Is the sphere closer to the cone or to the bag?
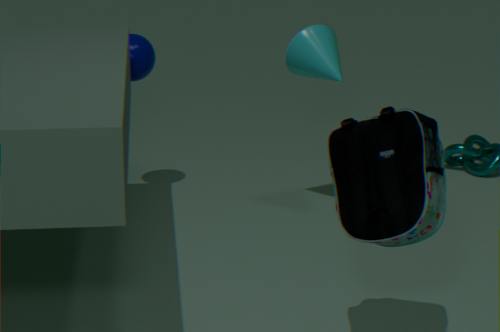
the cone
